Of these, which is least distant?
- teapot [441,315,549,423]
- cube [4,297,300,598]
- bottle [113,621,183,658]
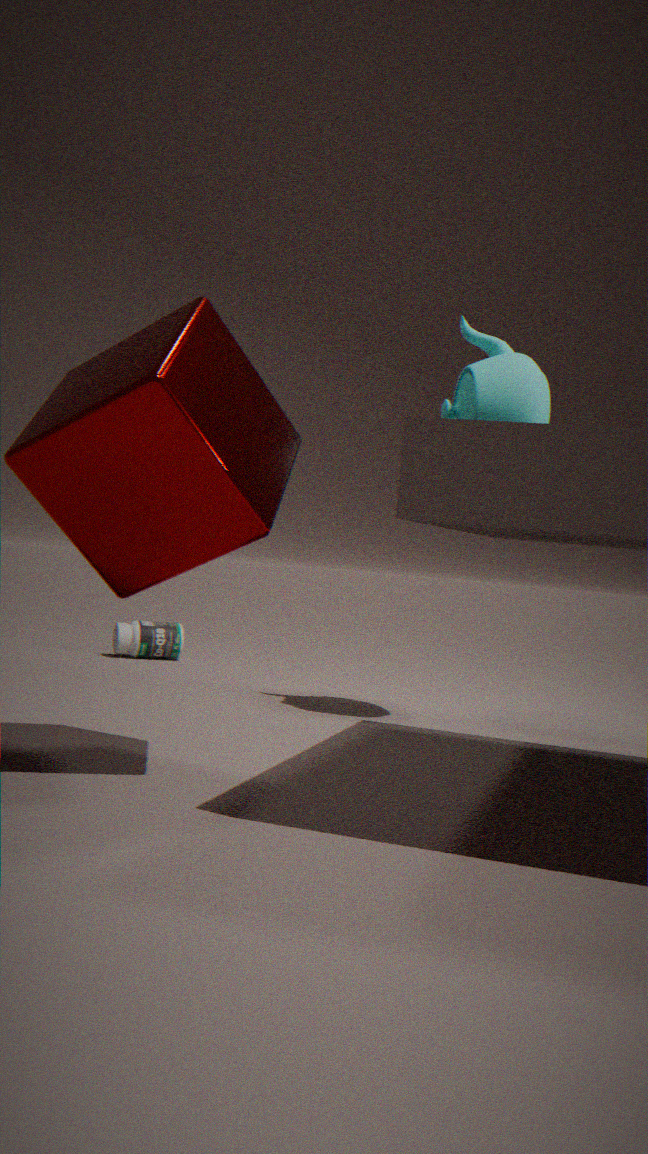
cube [4,297,300,598]
